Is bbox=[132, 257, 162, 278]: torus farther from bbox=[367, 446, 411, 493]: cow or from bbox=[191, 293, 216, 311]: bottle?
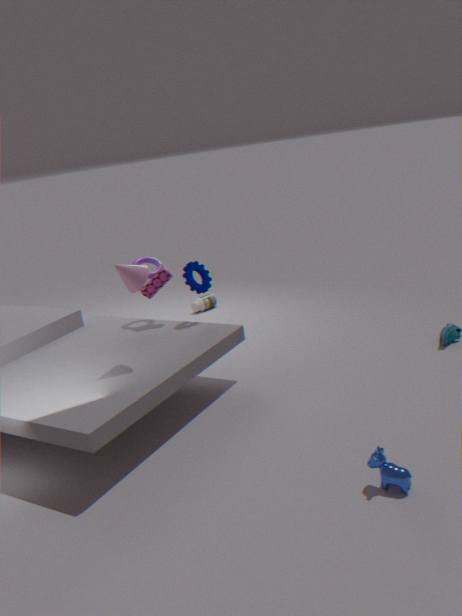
bbox=[367, 446, 411, 493]: cow
